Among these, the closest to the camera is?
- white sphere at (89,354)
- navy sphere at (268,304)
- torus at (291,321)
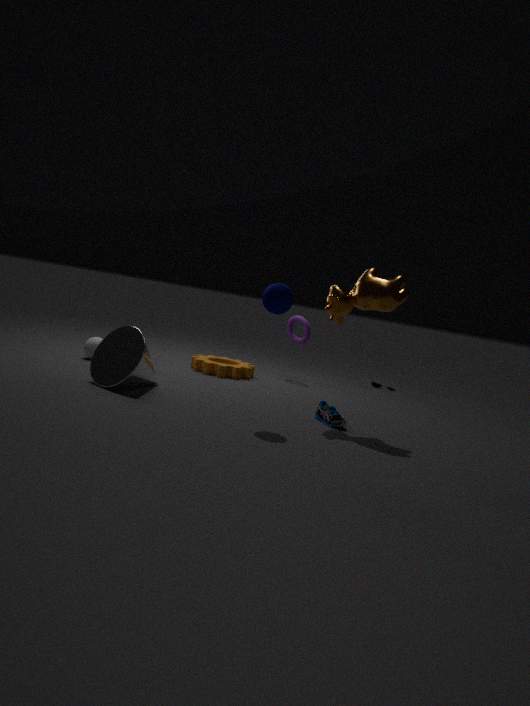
navy sphere at (268,304)
